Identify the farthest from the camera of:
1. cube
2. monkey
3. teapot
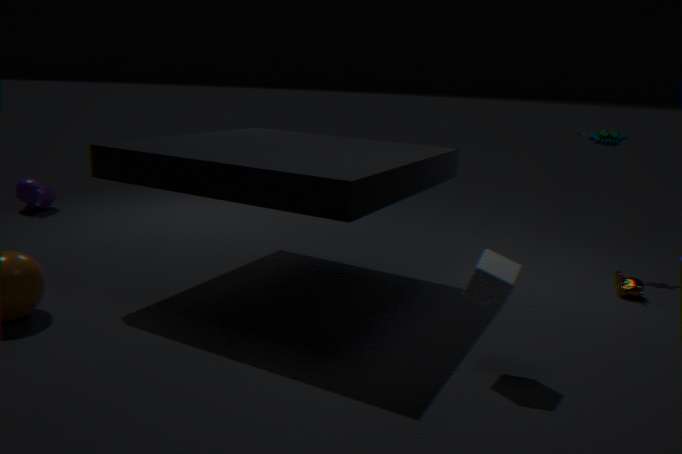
teapot
